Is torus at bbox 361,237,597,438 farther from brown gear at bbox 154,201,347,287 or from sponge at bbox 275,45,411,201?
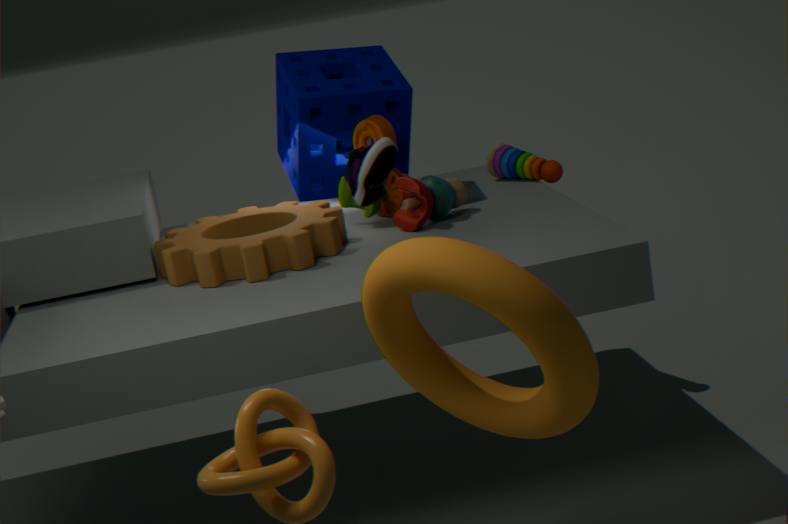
sponge at bbox 275,45,411,201
